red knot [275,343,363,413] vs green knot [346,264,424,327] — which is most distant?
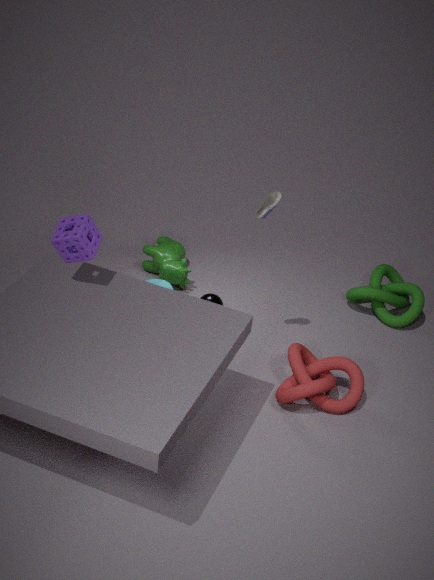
green knot [346,264,424,327]
